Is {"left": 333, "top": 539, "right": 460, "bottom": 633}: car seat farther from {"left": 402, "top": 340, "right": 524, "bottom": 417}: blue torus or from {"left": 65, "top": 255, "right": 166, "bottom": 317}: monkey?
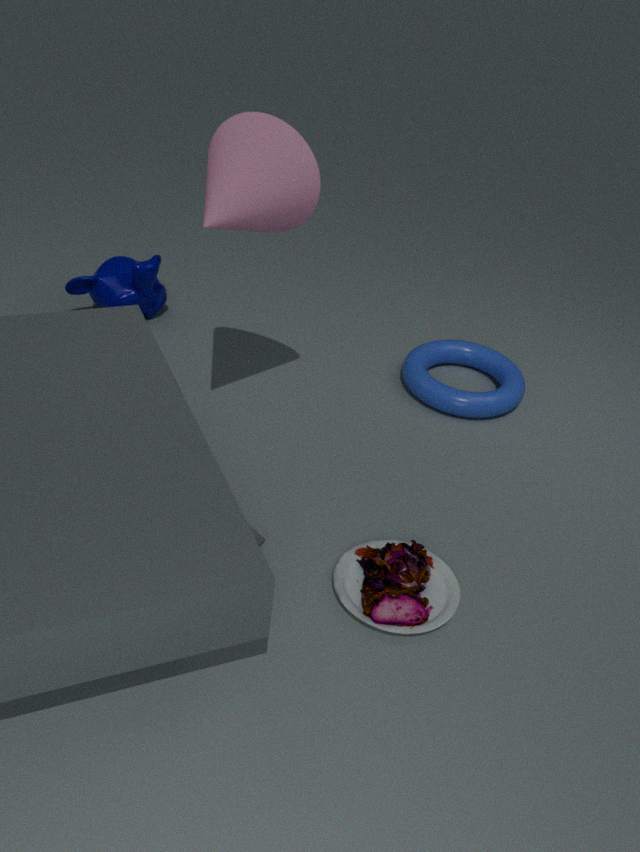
{"left": 65, "top": 255, "right": 166, "bottom": 317}: monkey
